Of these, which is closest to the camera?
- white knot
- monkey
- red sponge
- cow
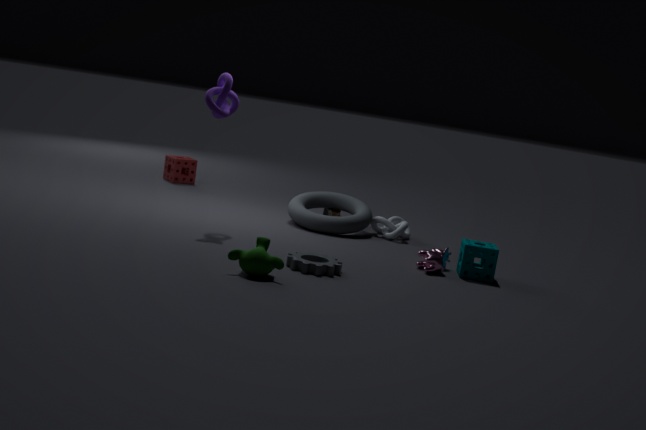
monkey
